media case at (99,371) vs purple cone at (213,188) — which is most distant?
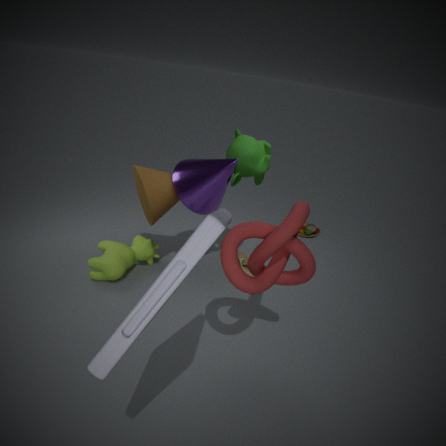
purple cone at (213,188)
